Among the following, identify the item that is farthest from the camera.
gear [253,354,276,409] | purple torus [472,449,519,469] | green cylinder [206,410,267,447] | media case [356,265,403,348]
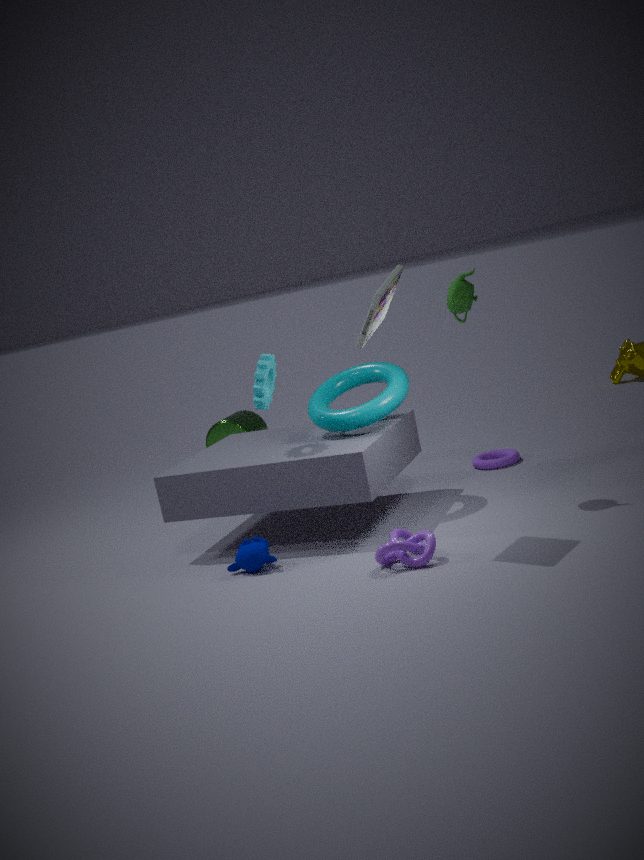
green cylinder [206,410,267,447]
